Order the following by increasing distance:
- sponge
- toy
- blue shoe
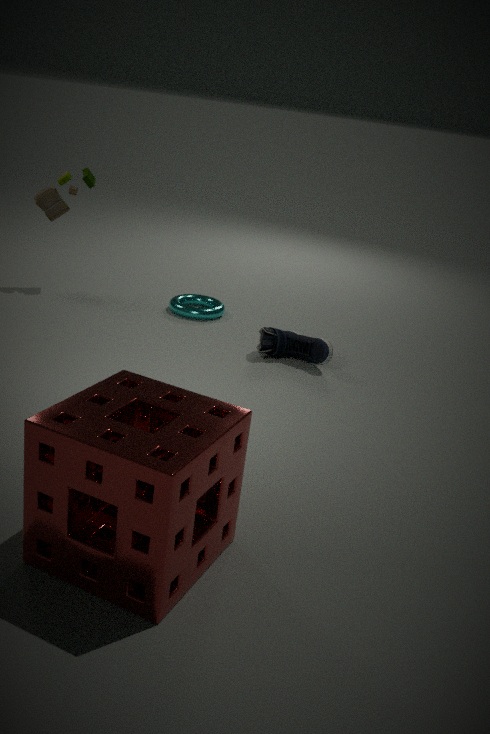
sponge → blue shoe → toy
